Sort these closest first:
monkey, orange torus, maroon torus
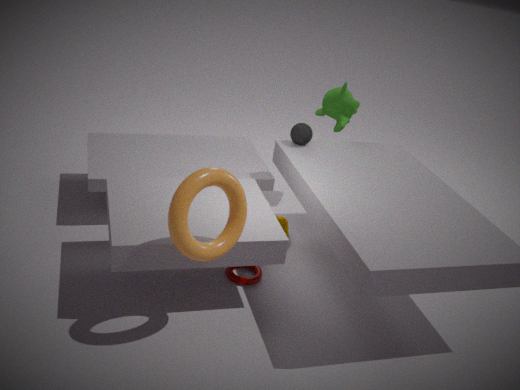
orange torus → maroon torus → monkey
